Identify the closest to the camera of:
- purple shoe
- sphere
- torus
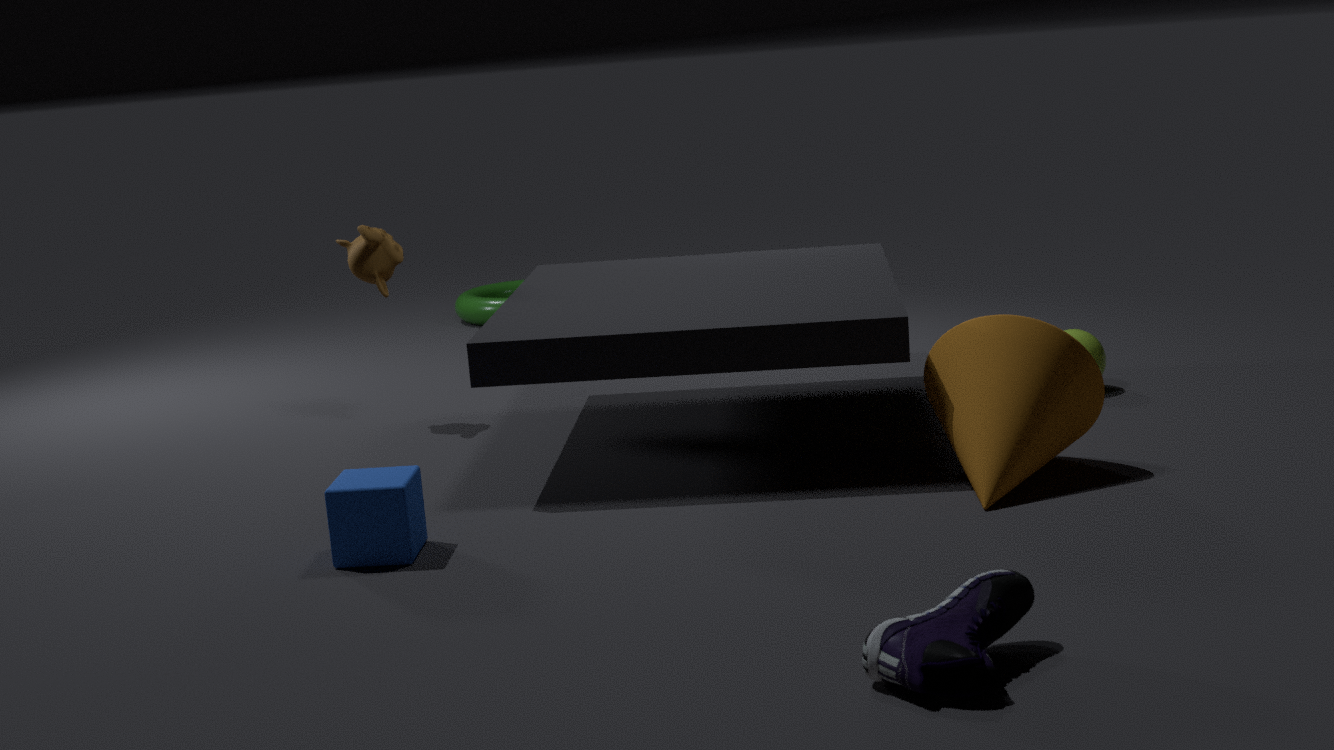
purple shoe
